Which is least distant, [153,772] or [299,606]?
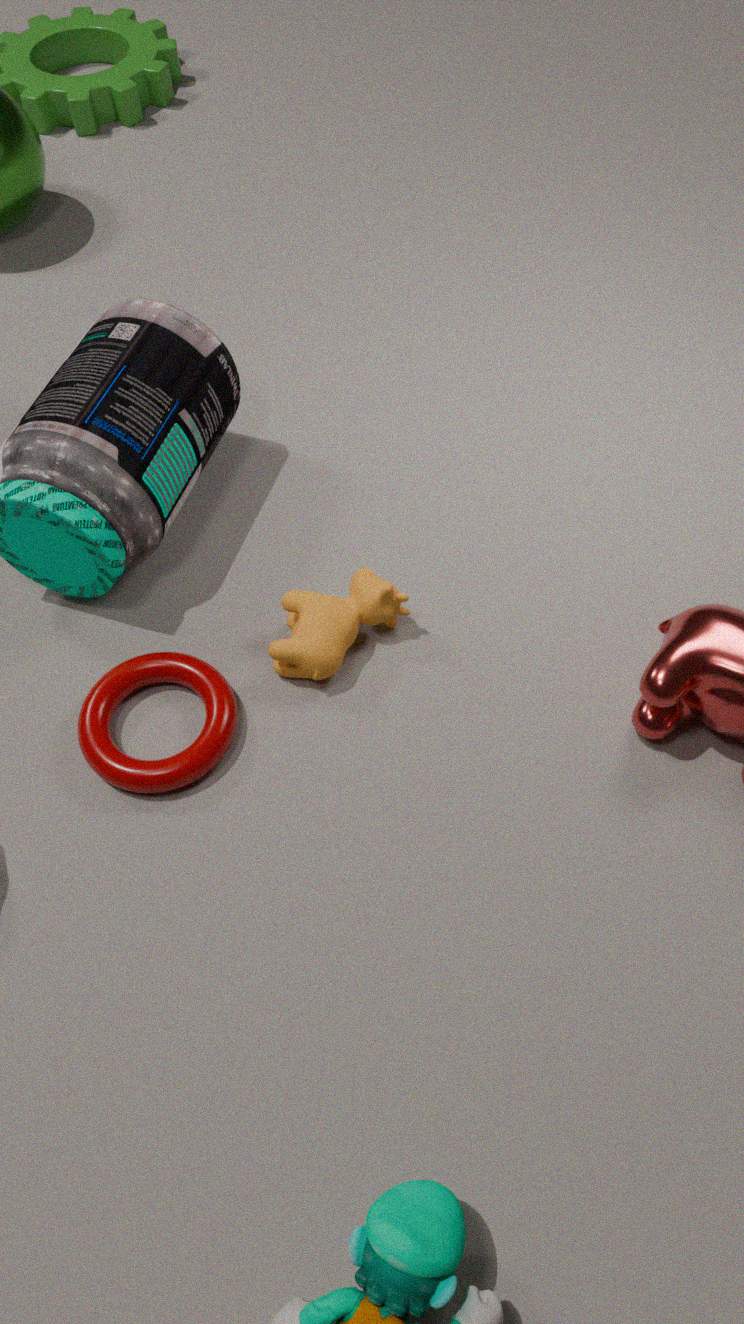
[153,772]
